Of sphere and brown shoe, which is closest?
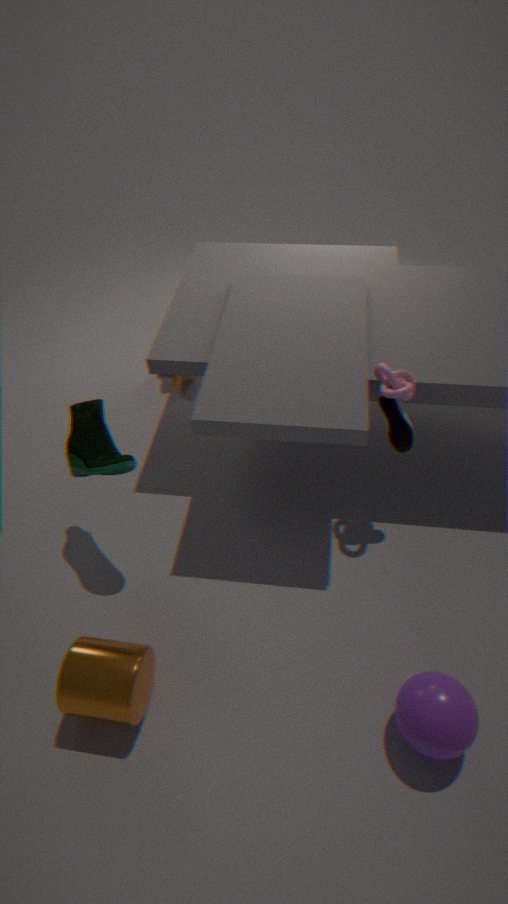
sphere
